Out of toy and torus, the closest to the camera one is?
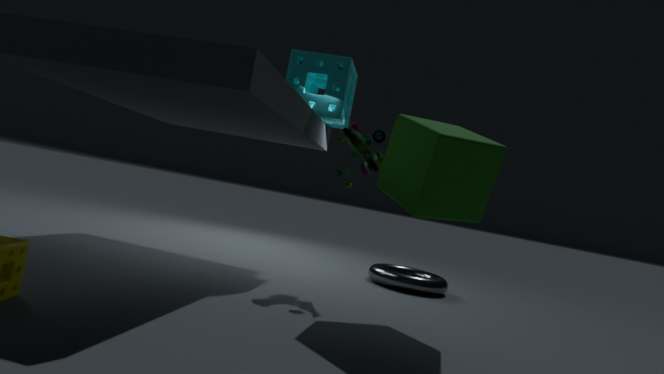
toy
